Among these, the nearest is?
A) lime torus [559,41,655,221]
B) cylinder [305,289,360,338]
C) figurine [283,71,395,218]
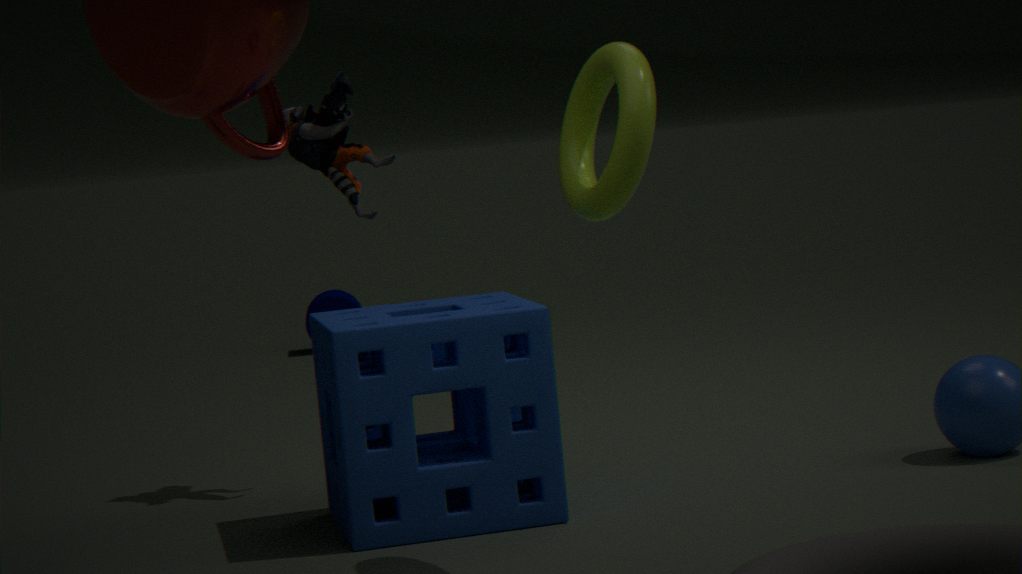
lime torus [559,41,655,221]
